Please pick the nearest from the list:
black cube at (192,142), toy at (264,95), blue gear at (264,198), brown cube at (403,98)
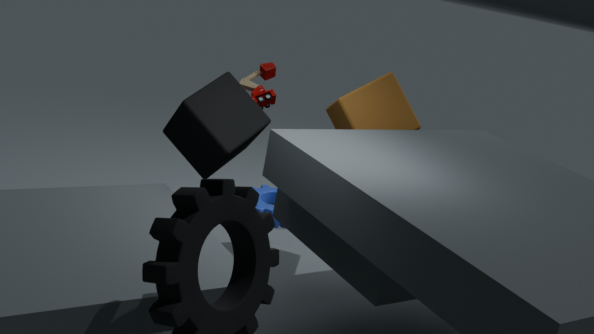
black cube at (192,142)
